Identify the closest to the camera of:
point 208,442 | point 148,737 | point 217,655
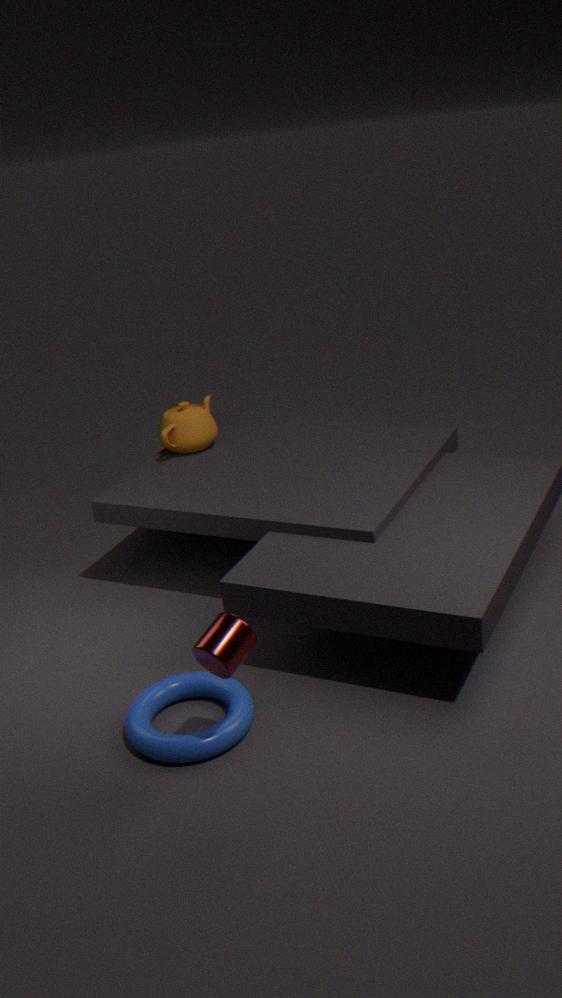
point 217,655
